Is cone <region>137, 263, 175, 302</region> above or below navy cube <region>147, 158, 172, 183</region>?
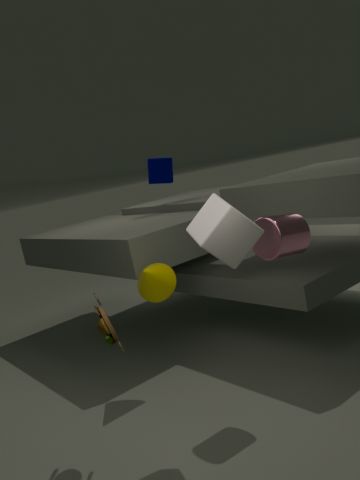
below
